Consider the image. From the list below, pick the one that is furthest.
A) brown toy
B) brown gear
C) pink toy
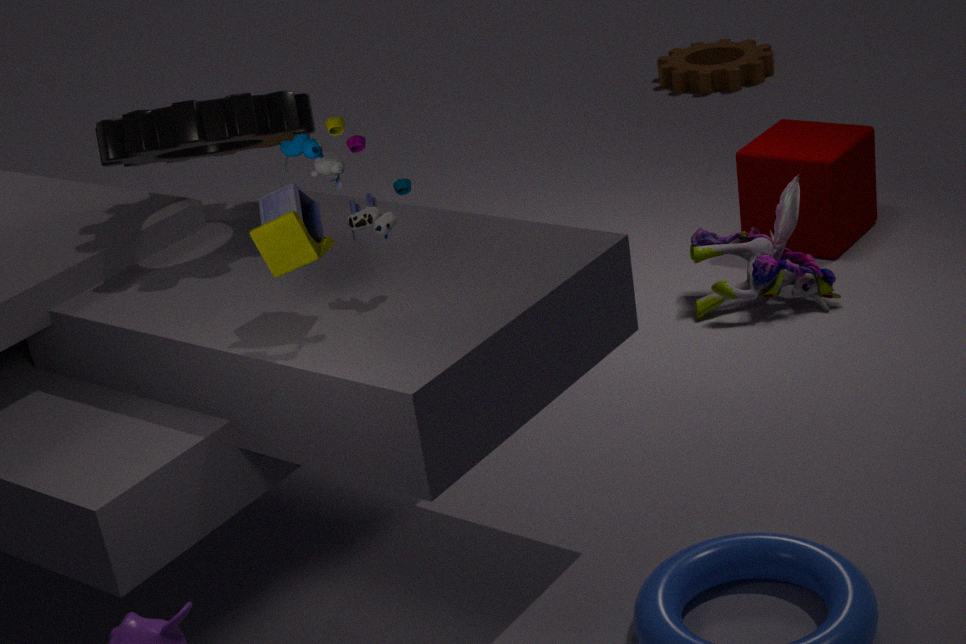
brown gear
